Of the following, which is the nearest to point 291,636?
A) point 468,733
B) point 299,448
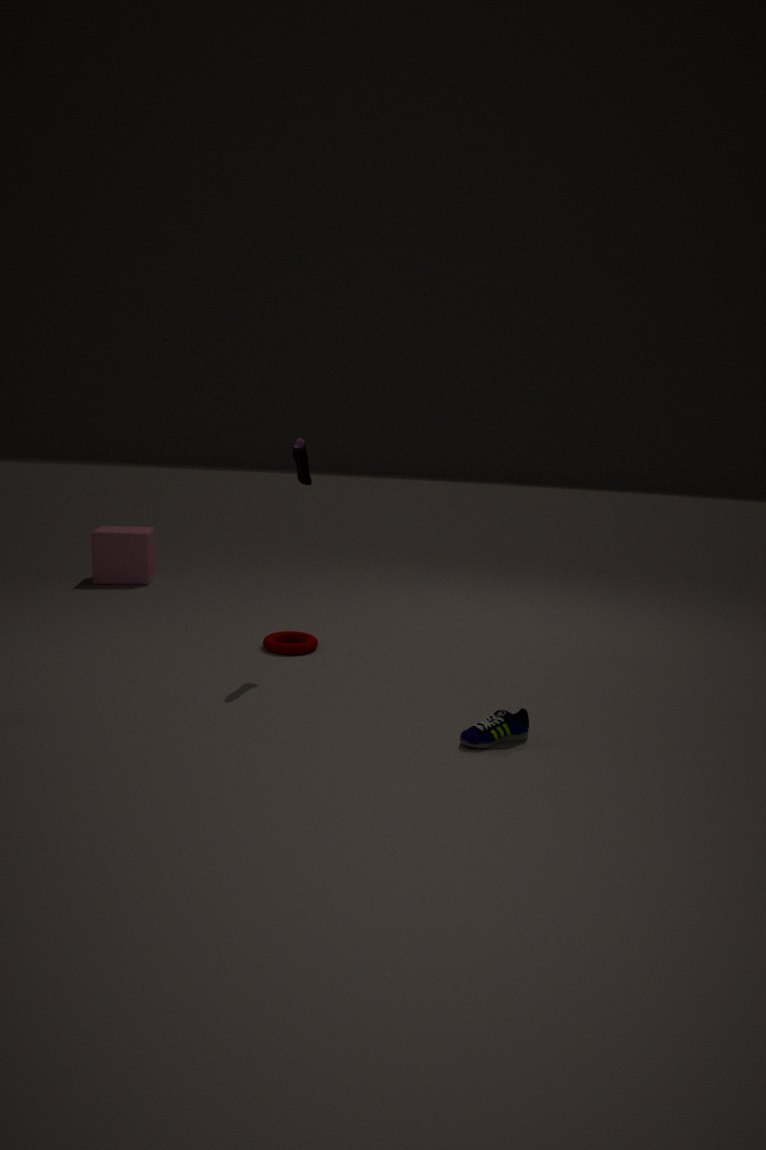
point 299,448
